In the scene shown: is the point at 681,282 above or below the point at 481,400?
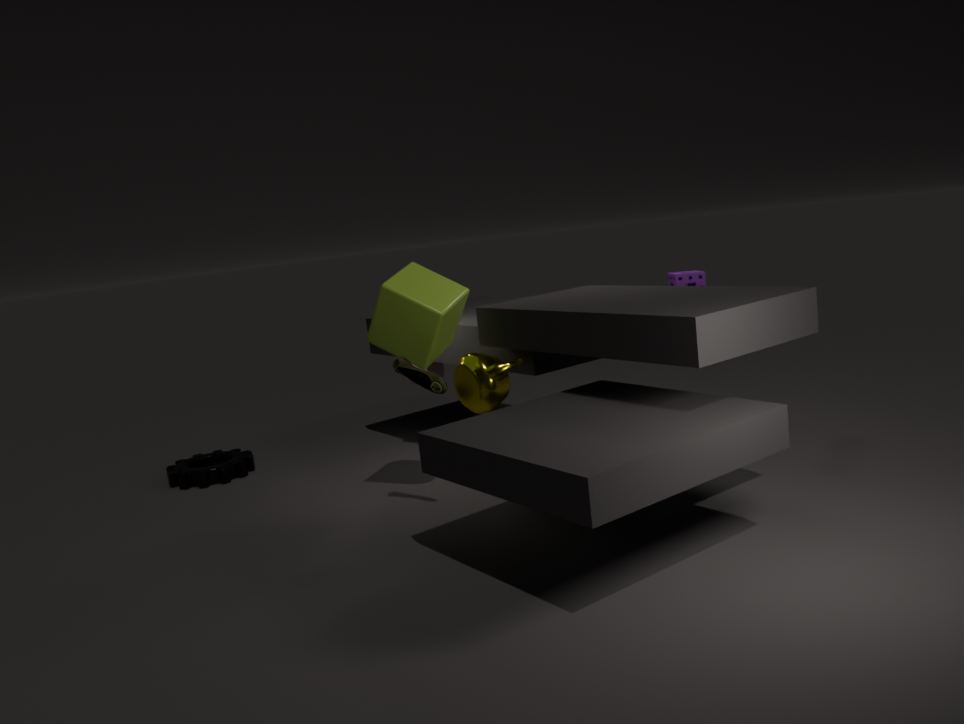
above
